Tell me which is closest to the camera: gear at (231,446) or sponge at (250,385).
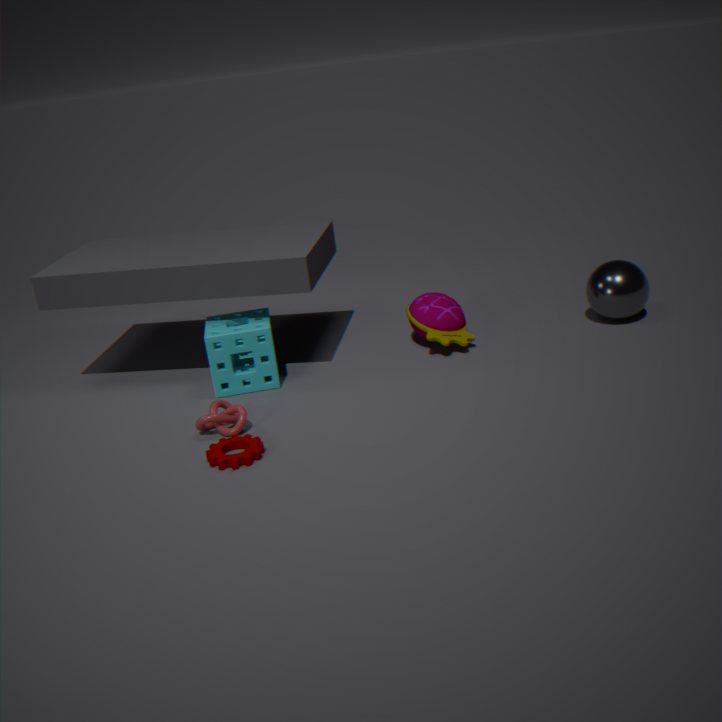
gear at (231,446)
